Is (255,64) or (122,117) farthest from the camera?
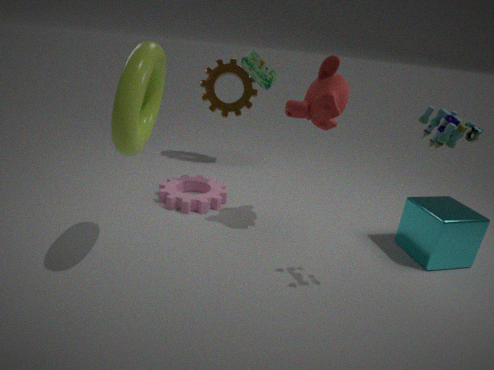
(255,64)
